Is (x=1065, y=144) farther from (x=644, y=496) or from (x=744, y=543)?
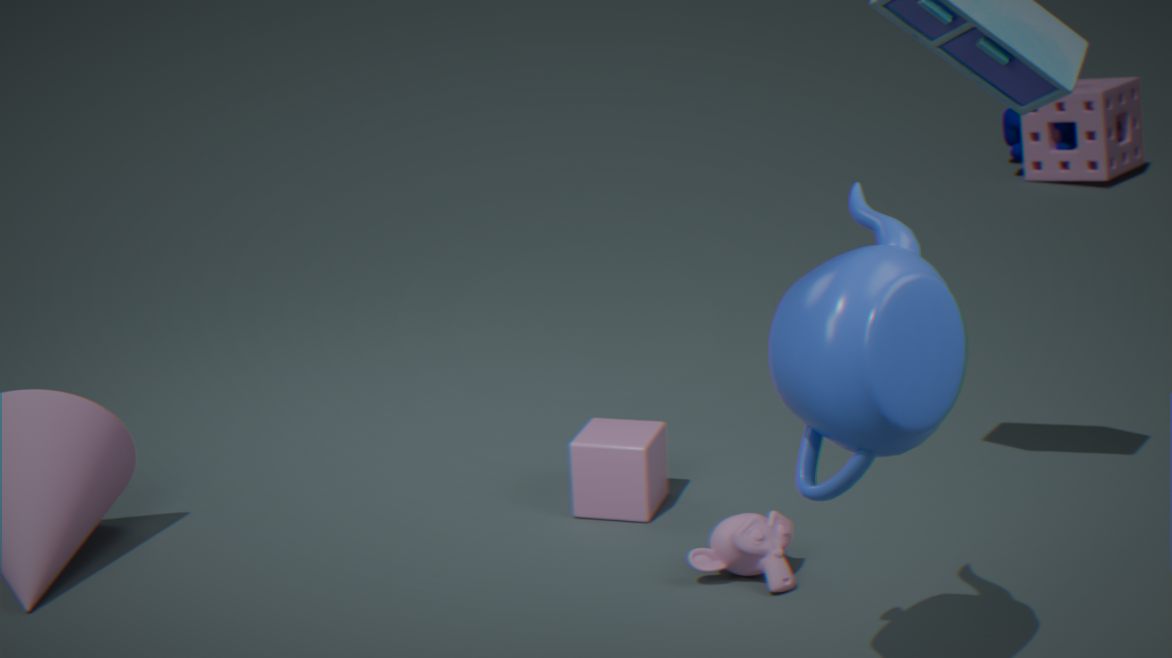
(x=744, y=543)
